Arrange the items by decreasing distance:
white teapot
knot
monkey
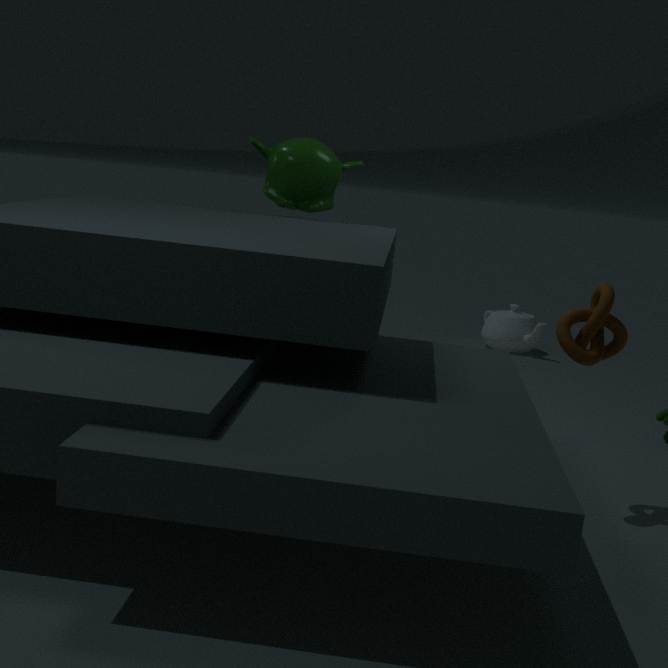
white teapot → monkey → knot
